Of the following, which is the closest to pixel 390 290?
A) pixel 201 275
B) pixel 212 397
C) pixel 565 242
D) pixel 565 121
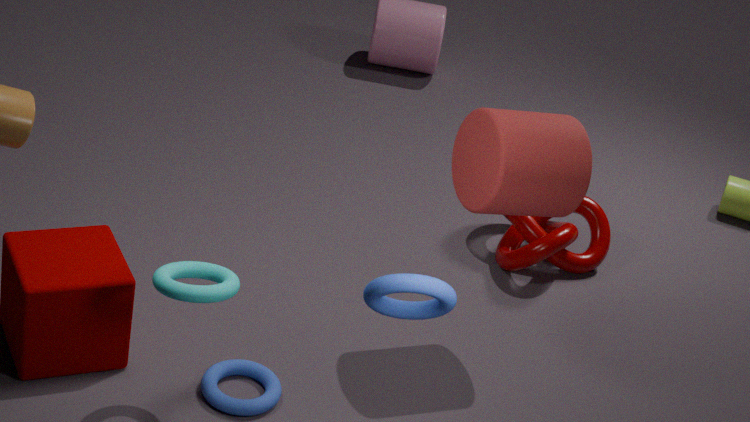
pixel 201 275
